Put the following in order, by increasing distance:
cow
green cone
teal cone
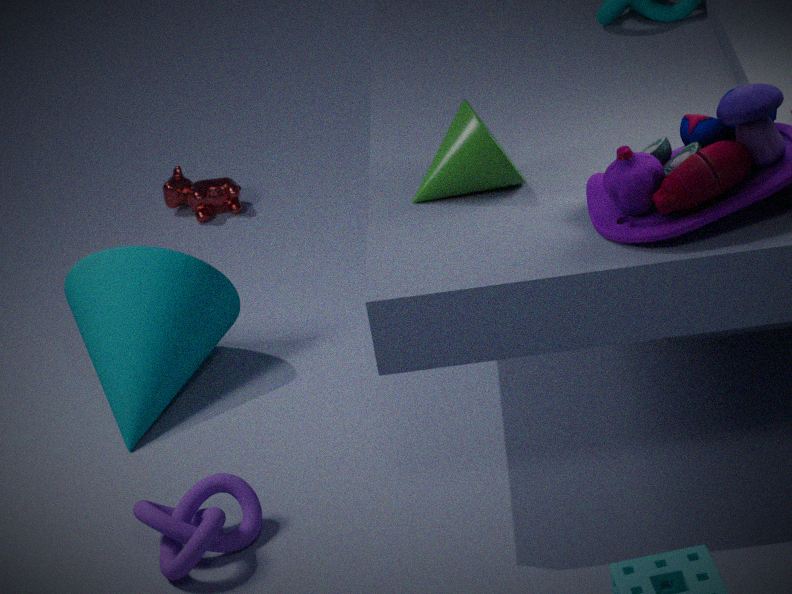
green cone → teal cone → cow
